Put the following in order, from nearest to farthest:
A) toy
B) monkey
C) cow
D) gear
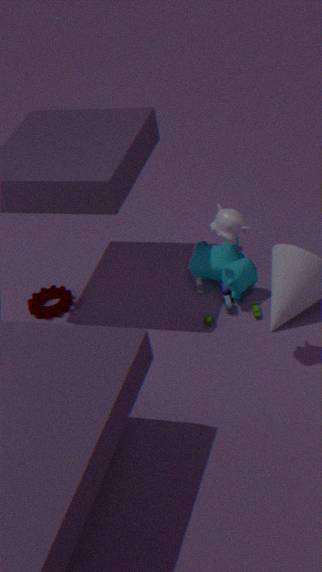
monkey < toy < cow < gear
